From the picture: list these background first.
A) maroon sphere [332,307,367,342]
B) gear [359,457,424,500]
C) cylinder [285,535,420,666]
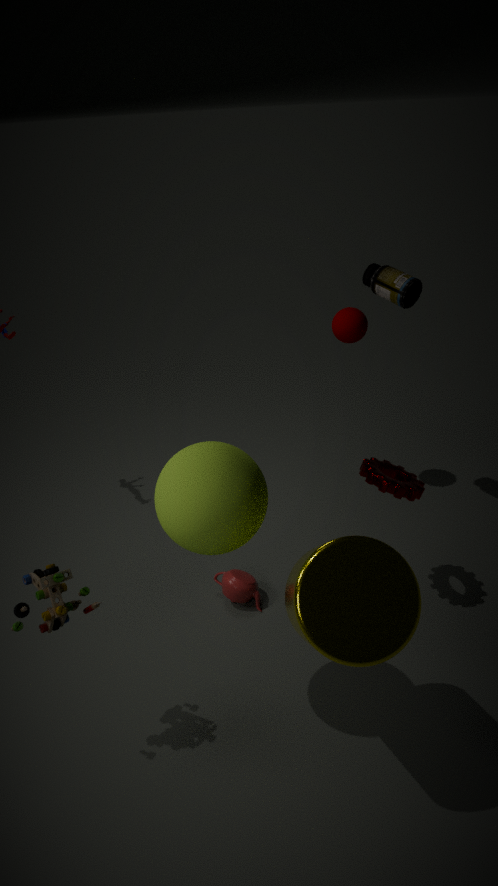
1. maroon sphere [332,307,367,342]
2. gear [359,457,424,500]
3. cylinder [285,535,420,666]
